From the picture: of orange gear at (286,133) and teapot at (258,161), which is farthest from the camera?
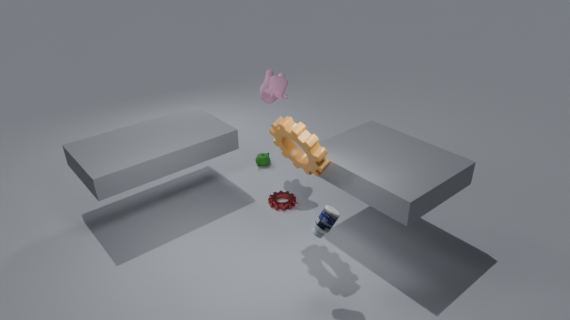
teapot at (258,161)
